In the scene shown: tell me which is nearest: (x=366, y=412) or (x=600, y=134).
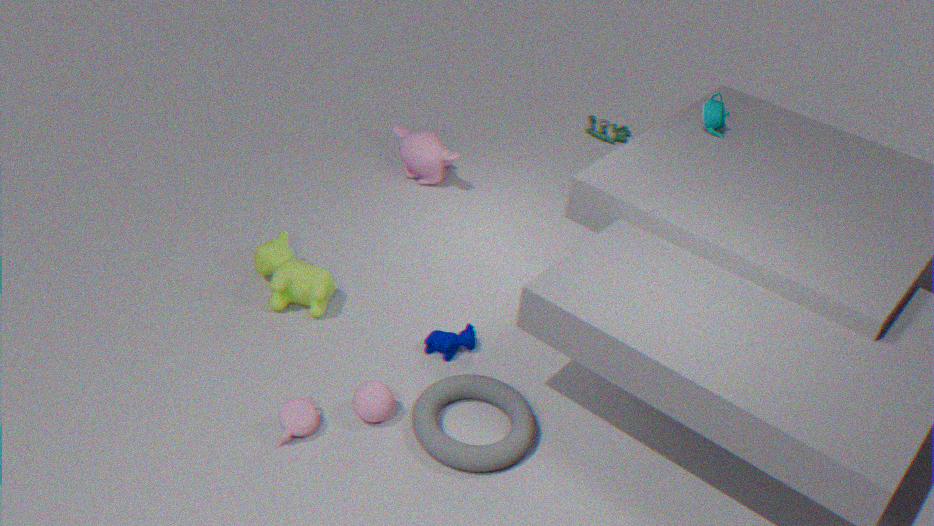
(x=366, y=412)
